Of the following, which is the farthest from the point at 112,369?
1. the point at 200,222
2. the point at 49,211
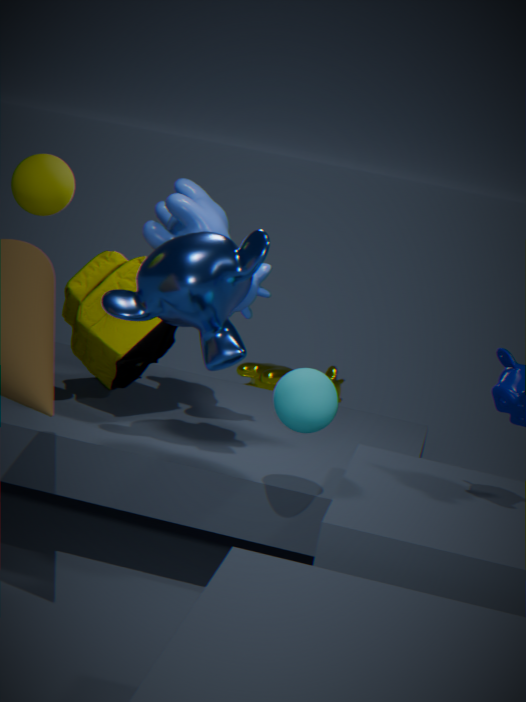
the point at 49,211
